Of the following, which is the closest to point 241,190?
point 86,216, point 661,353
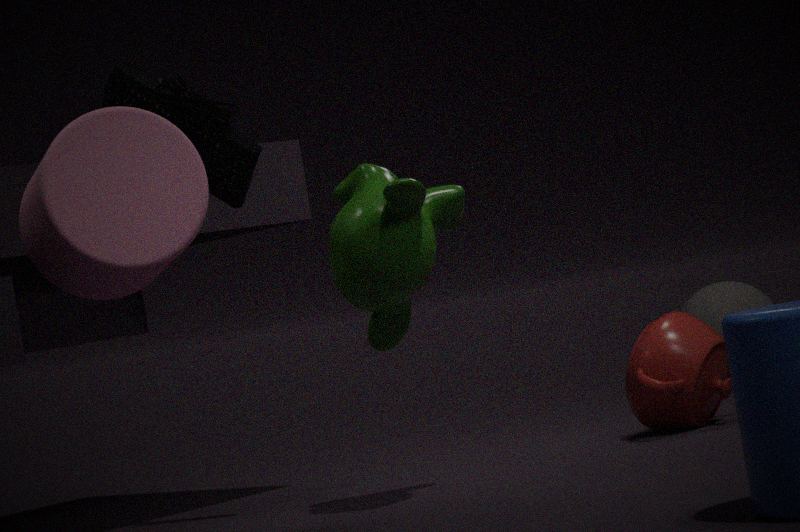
point 86,216
